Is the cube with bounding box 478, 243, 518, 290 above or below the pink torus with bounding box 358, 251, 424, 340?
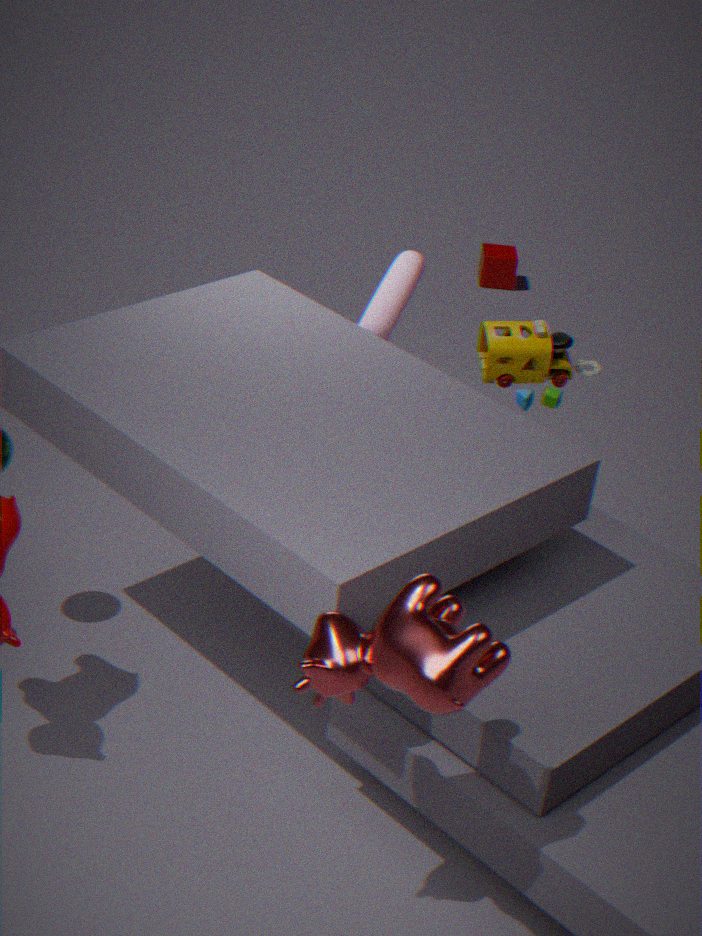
below
